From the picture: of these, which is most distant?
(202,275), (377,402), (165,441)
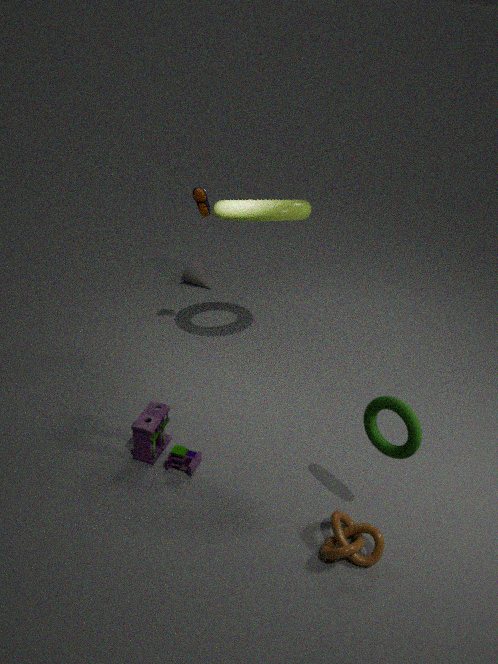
(202,275)
